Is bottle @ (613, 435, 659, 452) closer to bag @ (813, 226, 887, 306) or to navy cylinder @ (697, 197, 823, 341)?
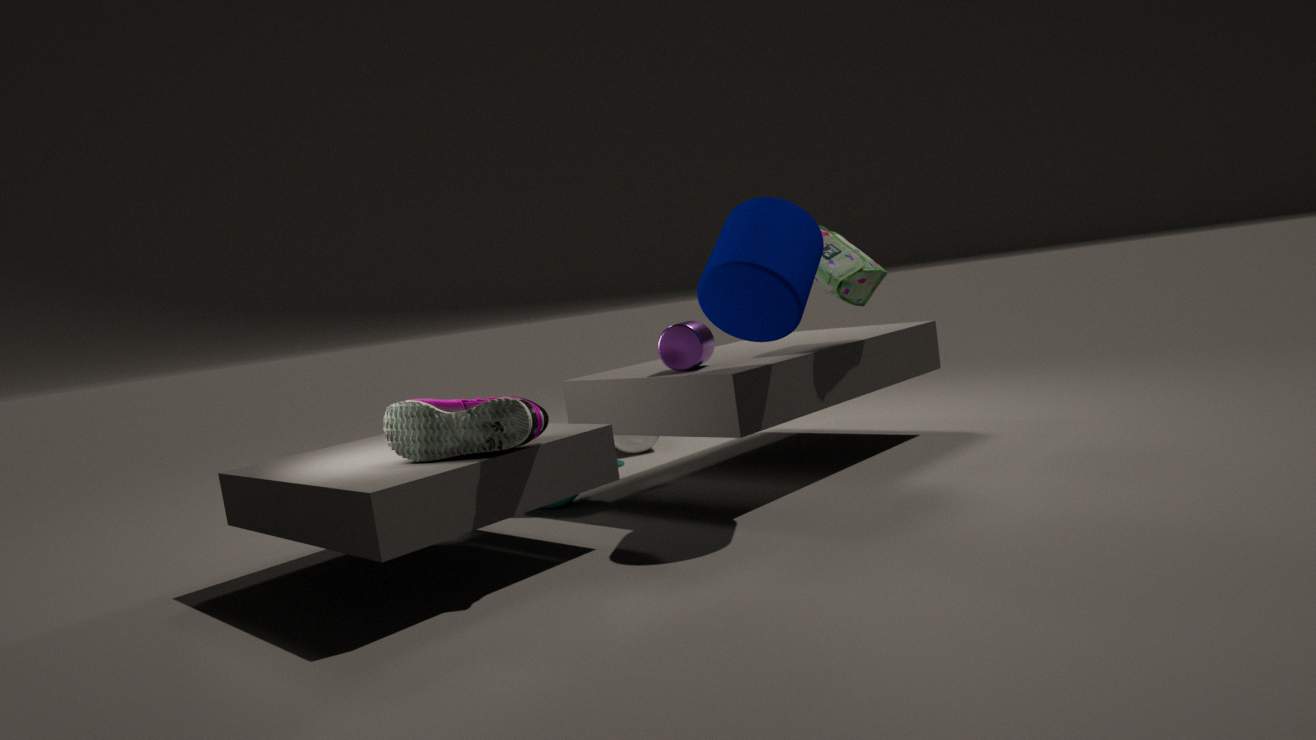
bag @ (813, 226, 887, 306)
